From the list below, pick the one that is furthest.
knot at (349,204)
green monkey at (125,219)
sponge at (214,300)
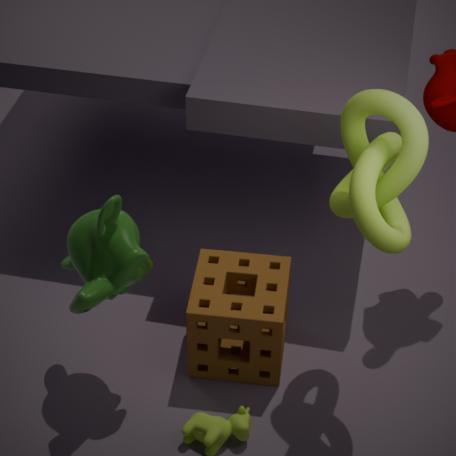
sponge at (214,300)
